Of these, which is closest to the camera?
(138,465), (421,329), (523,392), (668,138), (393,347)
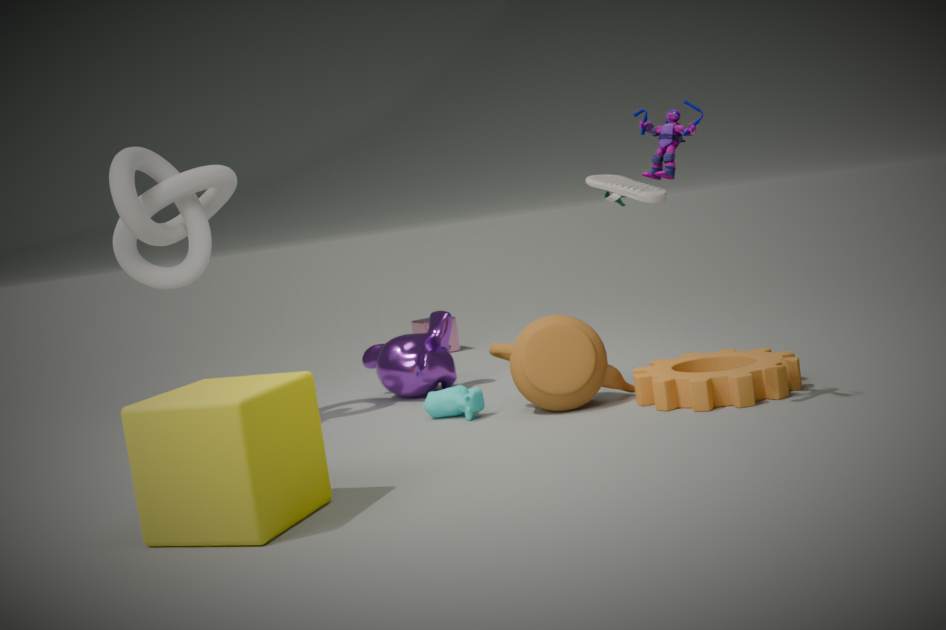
(138,465)
